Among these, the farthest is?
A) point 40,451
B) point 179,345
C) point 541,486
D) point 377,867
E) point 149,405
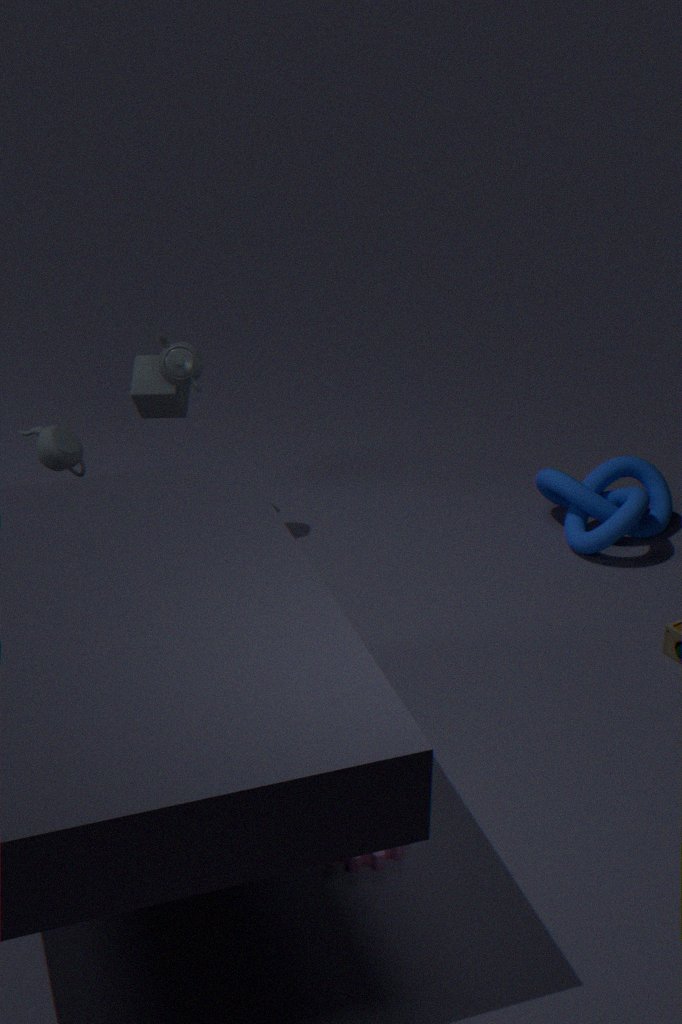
point 541,486
